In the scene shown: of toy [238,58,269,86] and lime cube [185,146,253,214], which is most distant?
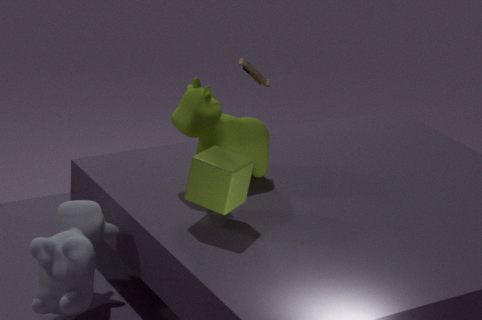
toy [238,58,269,86]
